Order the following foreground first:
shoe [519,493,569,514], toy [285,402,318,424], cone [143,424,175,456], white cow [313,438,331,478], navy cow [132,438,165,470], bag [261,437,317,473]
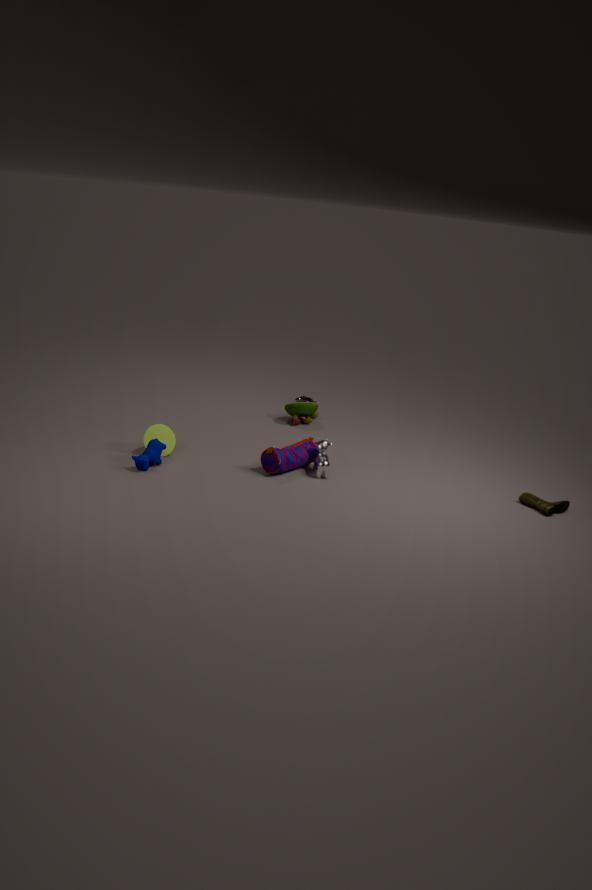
navy cow [132,438,165,470]
shoe [519,493,569,514]
bag [261,437,317,473]
white cow [313,438,331,478]
cone [143,424,175,456]
toy [285,402,318,424]
